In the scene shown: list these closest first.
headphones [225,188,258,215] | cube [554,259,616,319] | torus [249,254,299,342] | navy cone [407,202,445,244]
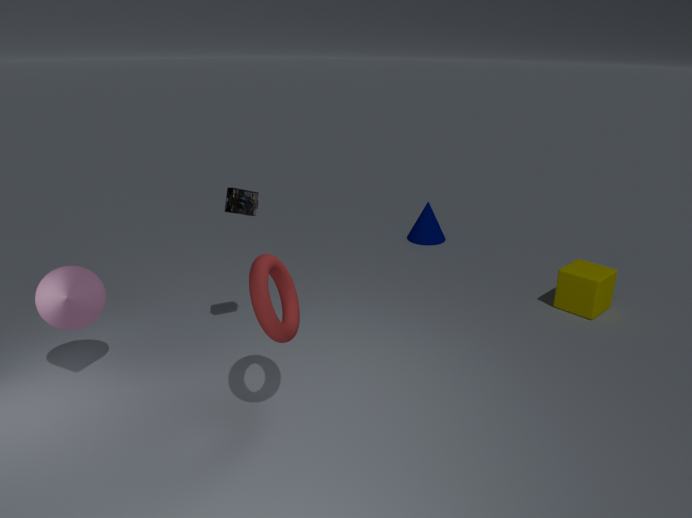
1. torus [249,254,299,342]
2. headphones [225,188,258,215]
3. cube [554,259,616,319]
4. navy cone [407,202,445,244]
